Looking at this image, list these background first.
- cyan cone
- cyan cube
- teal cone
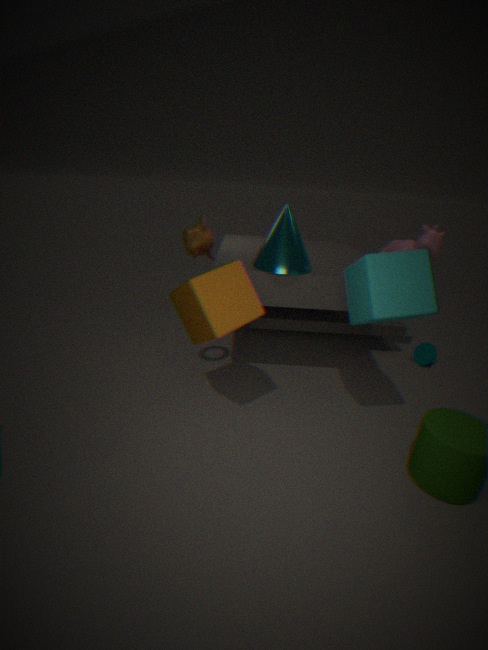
teal cone < cyan cone < cyan cube
